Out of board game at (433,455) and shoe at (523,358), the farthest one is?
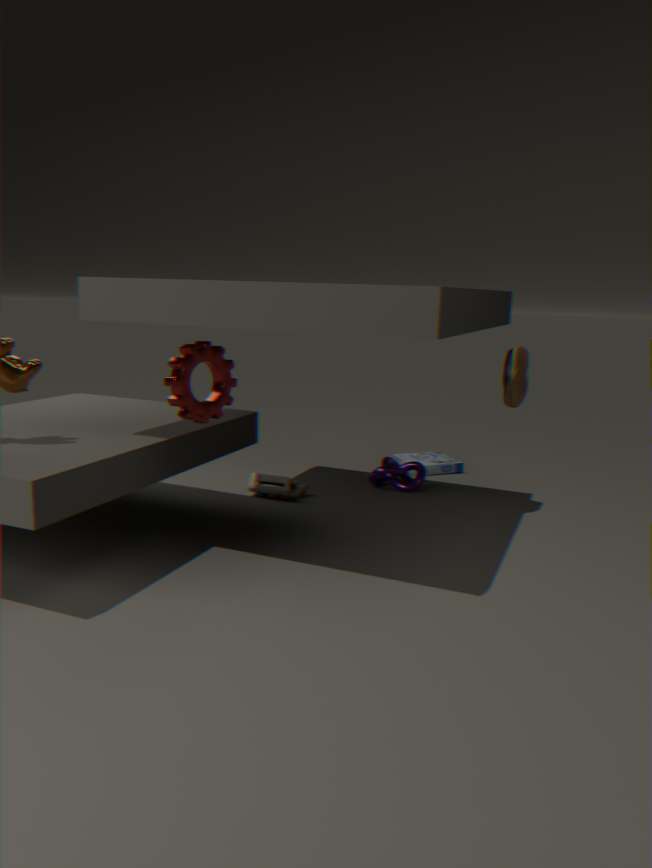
board game at (433,455)
